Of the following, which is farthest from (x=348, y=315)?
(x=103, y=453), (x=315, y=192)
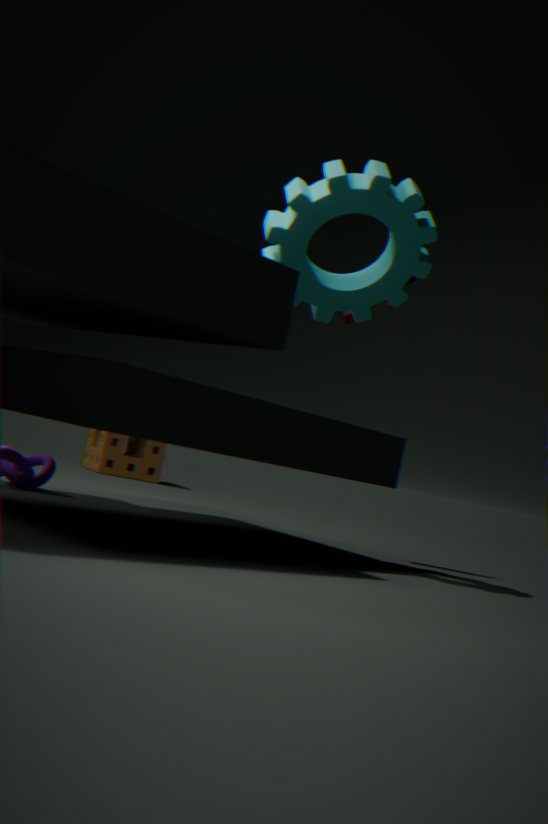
(x=103, y=453)
